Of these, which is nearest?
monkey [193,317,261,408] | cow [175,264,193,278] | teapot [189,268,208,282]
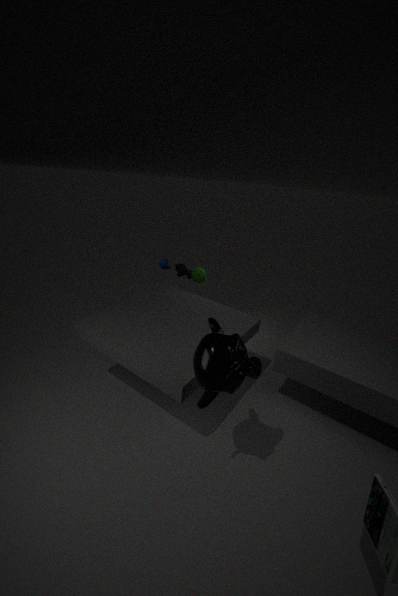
monkey [193,317,261,408]
